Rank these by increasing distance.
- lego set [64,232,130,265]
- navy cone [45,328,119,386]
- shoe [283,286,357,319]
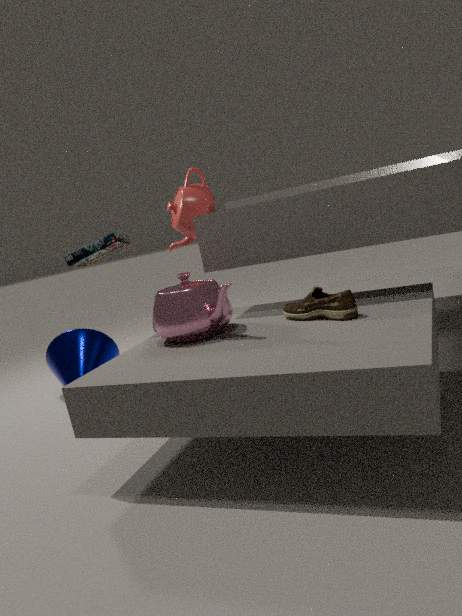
shoe [283,286,357,319] < lego set [64,232,130,265] < navy cone [45,328,119,386]
